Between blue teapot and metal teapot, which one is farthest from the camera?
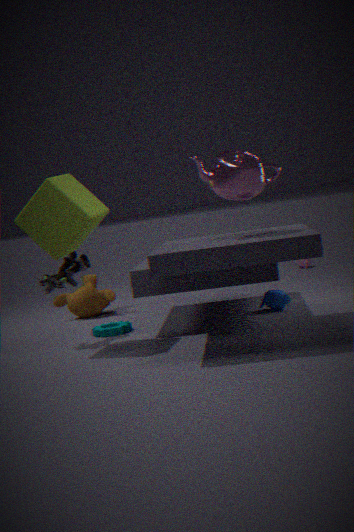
blue teapot
